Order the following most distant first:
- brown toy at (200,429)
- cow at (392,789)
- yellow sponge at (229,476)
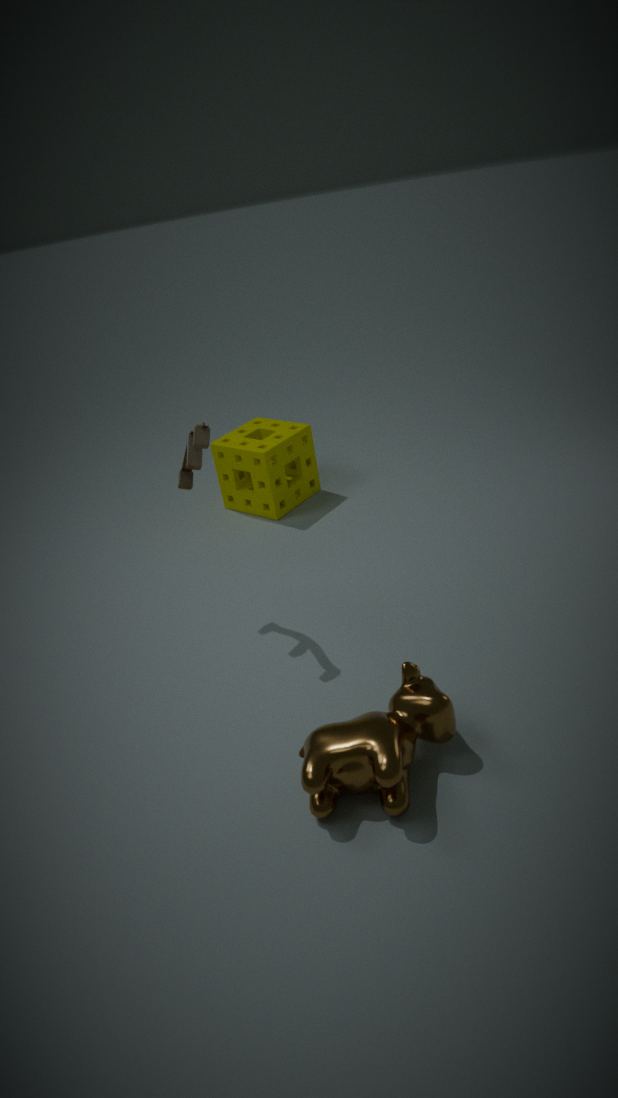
yellow sponge at (229,476)
brown toy at (200,429)
cow at (392,789)
